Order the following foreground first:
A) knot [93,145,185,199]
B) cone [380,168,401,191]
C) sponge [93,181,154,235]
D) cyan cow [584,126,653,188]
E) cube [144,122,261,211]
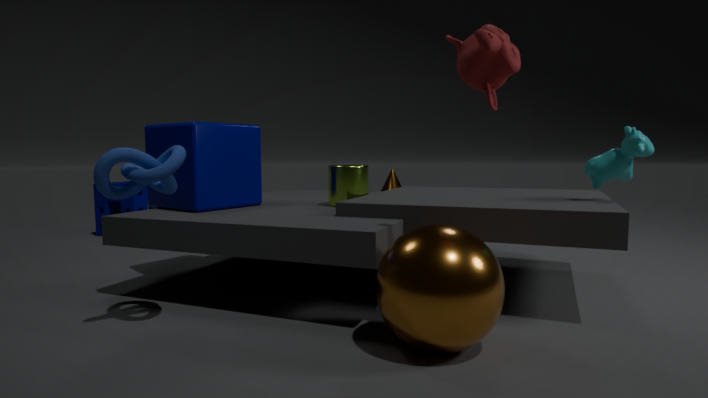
knot [93,145,185,199], cyan cow [584,126,653,188], cube [144,122,261,211], sponge [93,181,154,235], cone [380,168,401,191]
